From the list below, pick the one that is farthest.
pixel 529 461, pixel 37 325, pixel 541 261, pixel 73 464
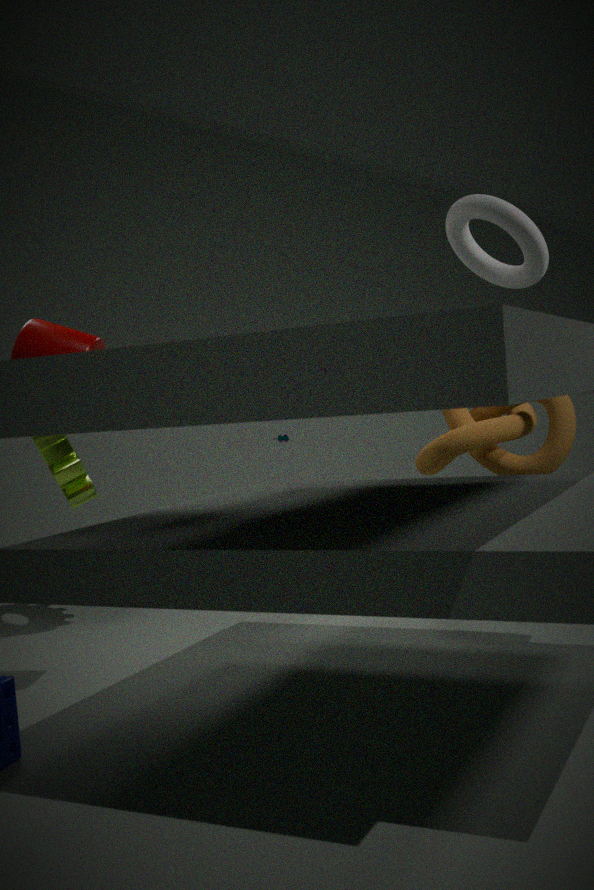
pixel 73 464
